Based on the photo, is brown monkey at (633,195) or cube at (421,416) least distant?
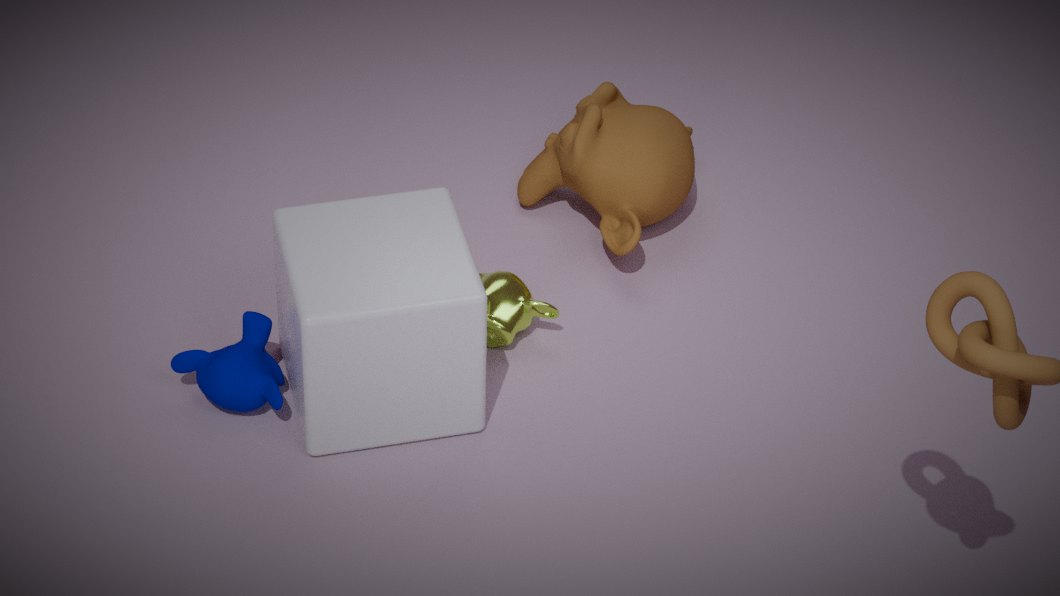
cube at (421,416)
